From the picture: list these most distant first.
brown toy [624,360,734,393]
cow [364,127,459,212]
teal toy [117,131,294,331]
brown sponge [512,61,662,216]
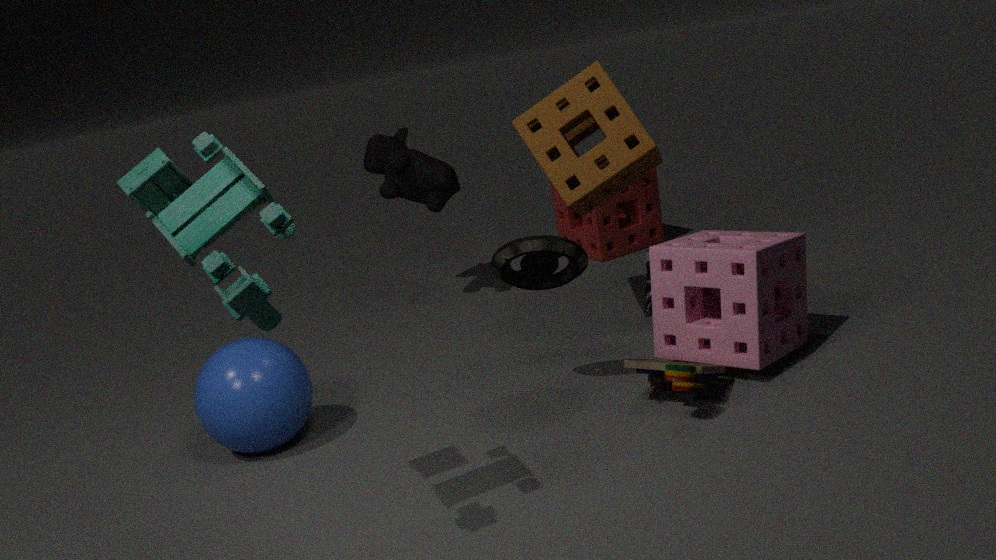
cow [364,127,459,212], brown sponge [512,61,662,216], brown toy [624,360,734,393], teal toy [117,131,294,331]
